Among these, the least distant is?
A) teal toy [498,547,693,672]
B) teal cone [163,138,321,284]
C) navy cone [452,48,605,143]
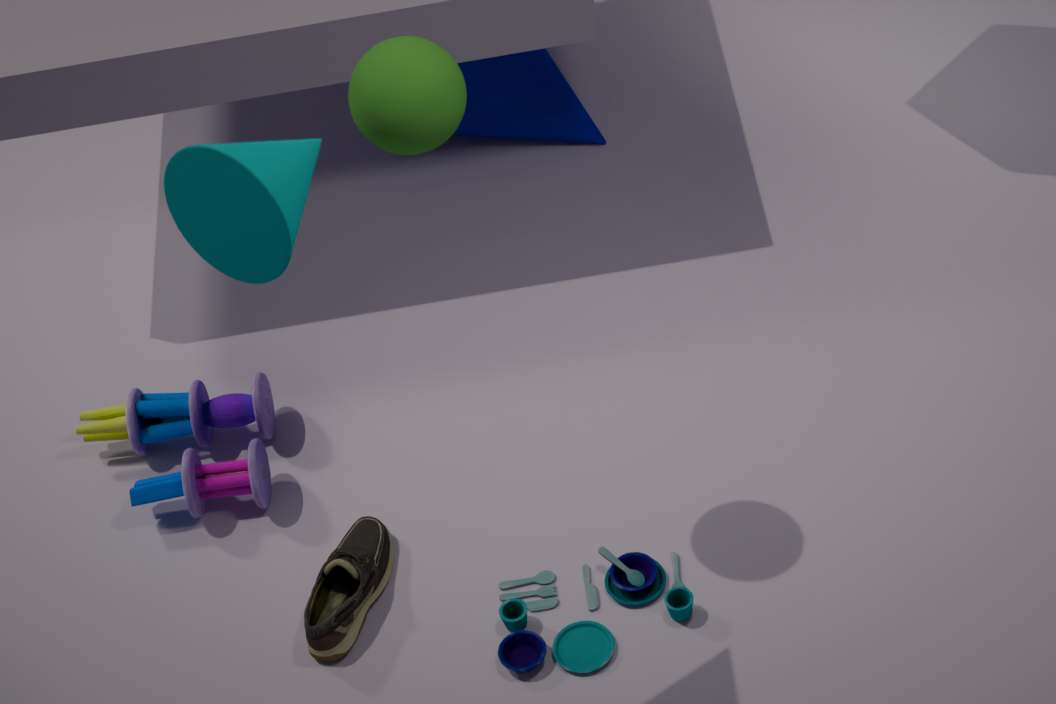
teal cone [163,138,321,284]
